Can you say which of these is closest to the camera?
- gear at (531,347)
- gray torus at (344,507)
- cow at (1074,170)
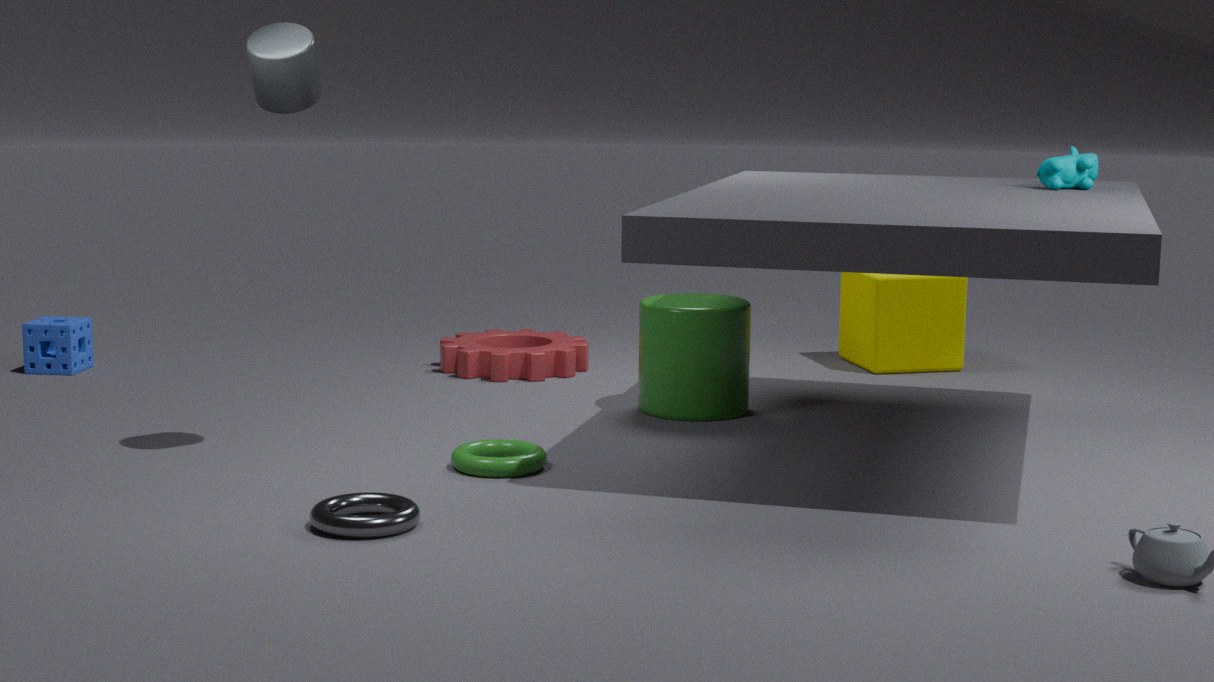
gray torus at (344,507)
